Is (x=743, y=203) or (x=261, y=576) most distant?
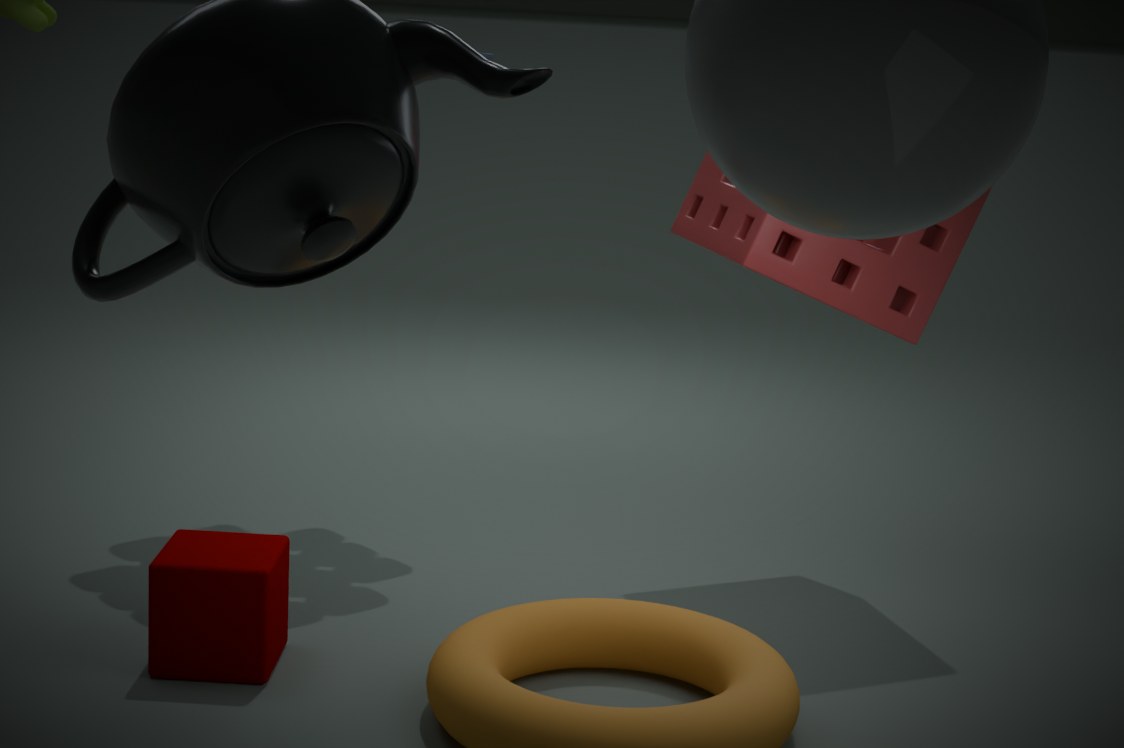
(x=743, y=203)
